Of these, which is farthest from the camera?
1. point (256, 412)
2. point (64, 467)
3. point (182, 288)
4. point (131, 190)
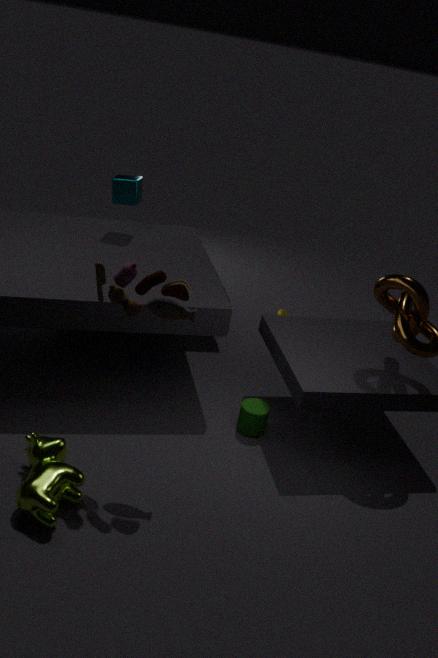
point (131, 190)
